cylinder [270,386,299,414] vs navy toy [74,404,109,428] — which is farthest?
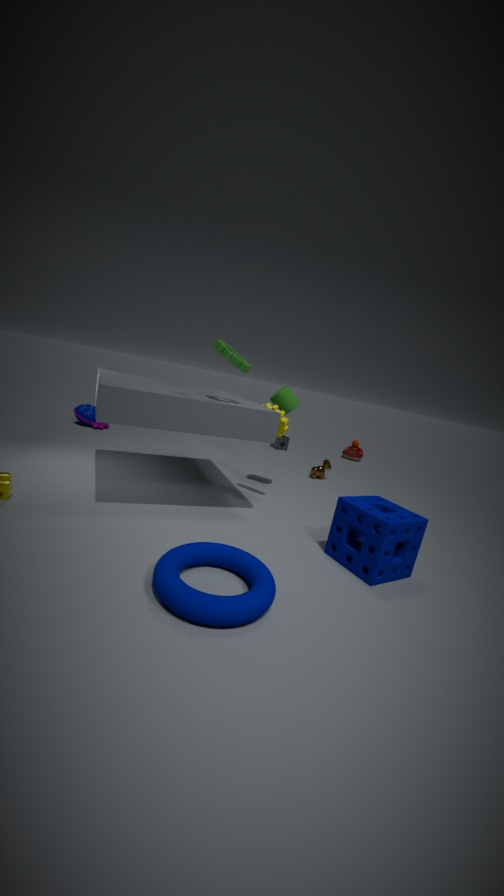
navy toy [74,404,109,428]
